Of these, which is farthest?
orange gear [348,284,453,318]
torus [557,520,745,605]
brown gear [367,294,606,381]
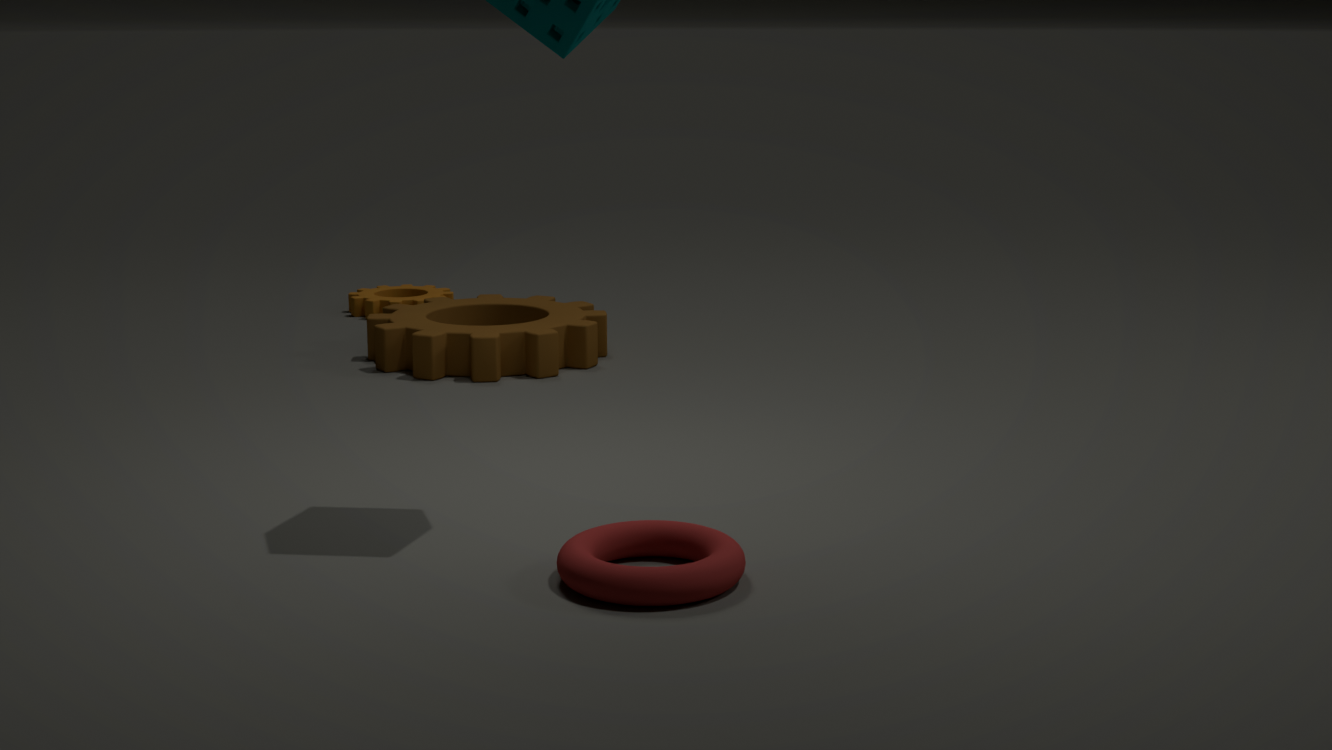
orange gear [348,284,453,318]
